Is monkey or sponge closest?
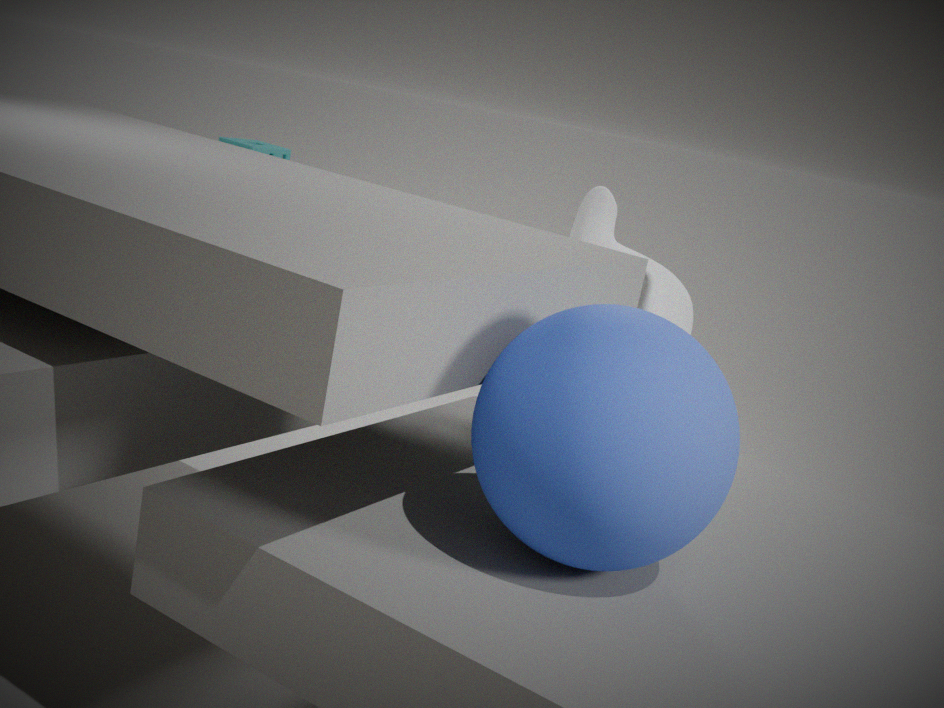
monkey
